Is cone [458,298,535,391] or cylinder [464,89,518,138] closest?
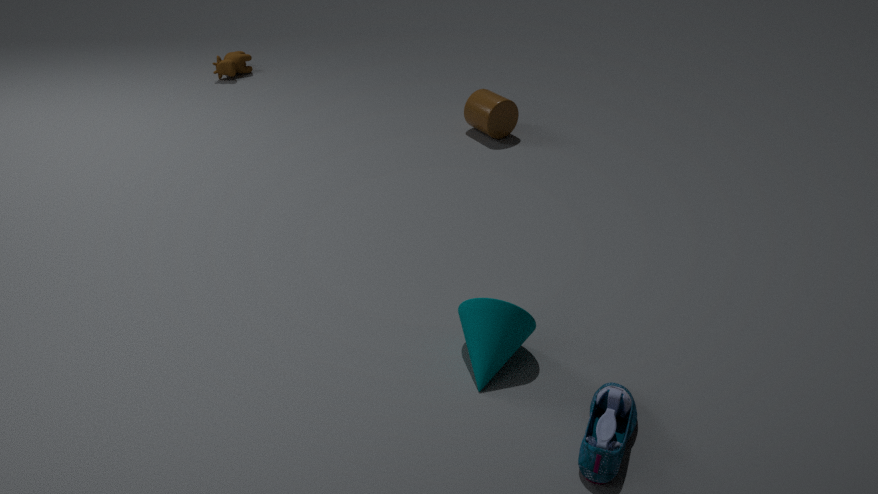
cone [458,298,535,391]
